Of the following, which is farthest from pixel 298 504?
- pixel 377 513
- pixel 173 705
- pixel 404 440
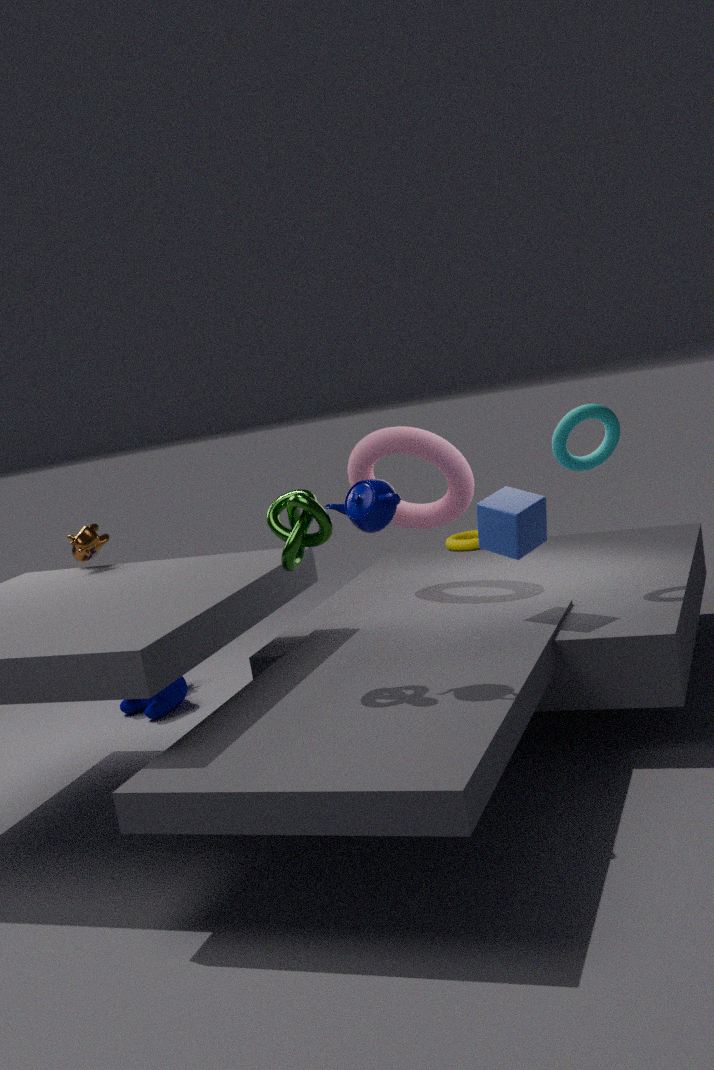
pixel 173 705
